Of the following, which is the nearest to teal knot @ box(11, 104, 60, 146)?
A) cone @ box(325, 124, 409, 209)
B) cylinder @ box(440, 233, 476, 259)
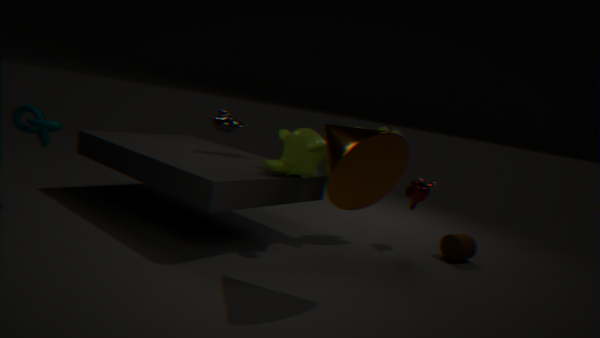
cone @ box(325, 124, 409, 209)
